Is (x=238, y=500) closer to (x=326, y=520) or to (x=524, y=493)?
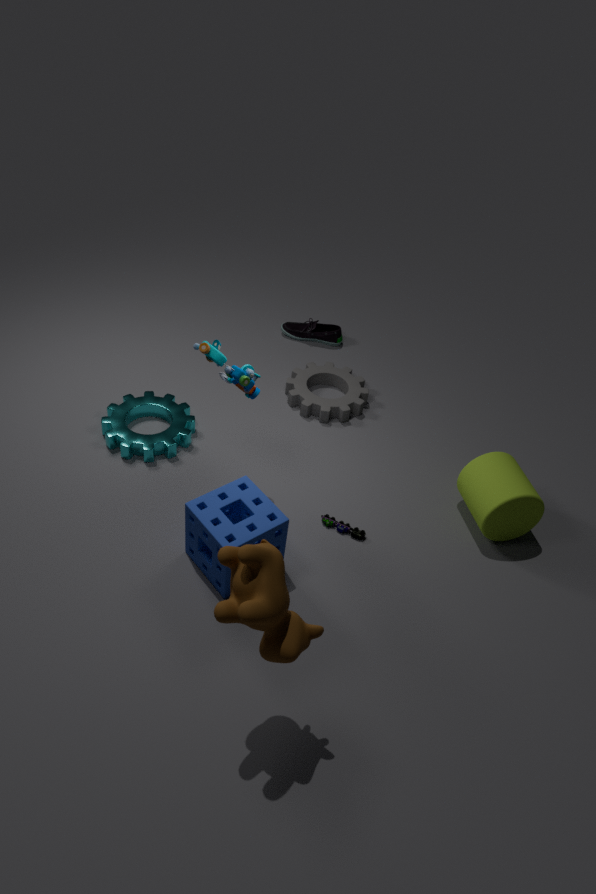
(x=326, y=520)
